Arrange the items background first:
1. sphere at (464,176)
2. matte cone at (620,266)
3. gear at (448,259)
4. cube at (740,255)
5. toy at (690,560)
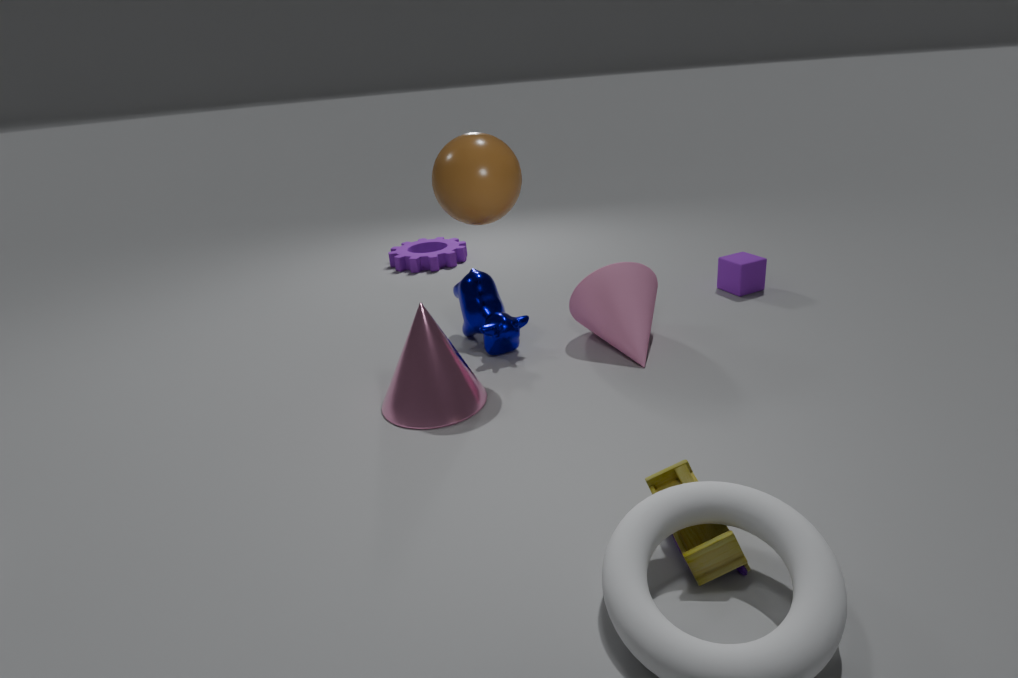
gear at (448,259) → cube at (740,255) → matte cone at (620,266) → sphere at (464,176) → toy at (690,560)
